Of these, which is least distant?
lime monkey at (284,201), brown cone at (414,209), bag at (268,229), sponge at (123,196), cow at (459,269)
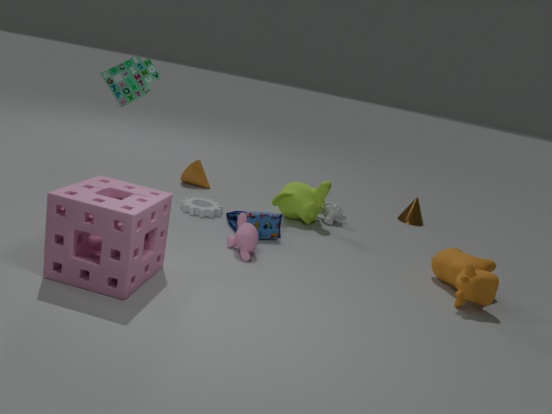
sponge at (123,196)
